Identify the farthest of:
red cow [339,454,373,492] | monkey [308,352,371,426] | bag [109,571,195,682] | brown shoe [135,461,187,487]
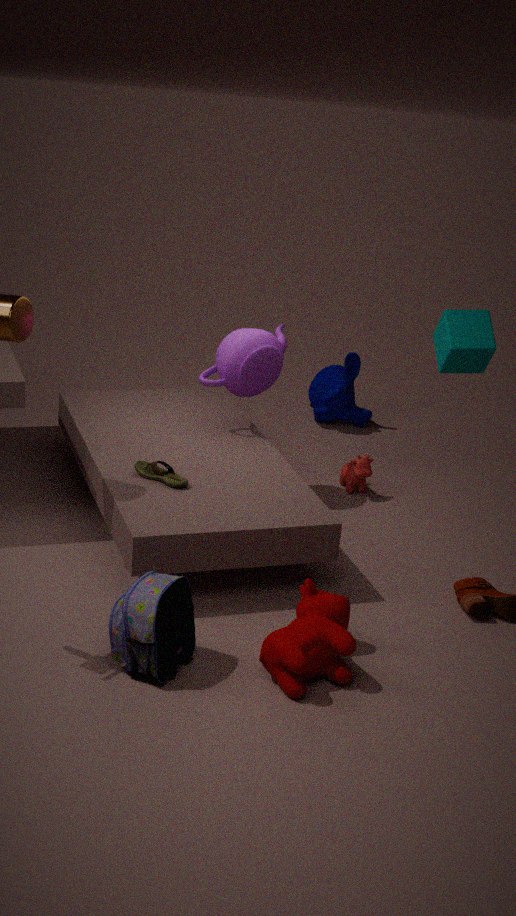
monkey [308,352,371,426]
